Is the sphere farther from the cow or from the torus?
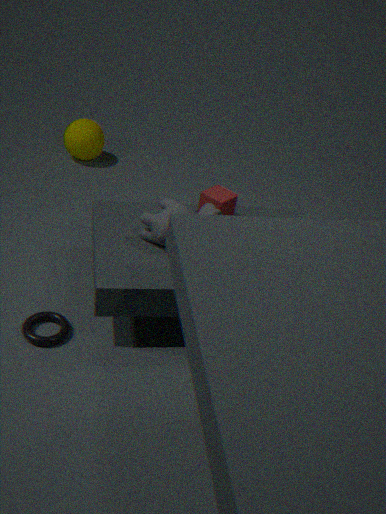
the torus
